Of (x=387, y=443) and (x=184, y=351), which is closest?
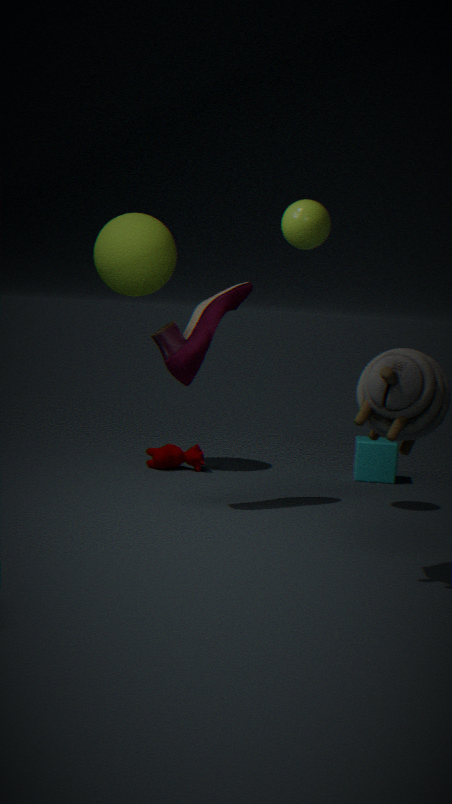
(x=184, y=351)
